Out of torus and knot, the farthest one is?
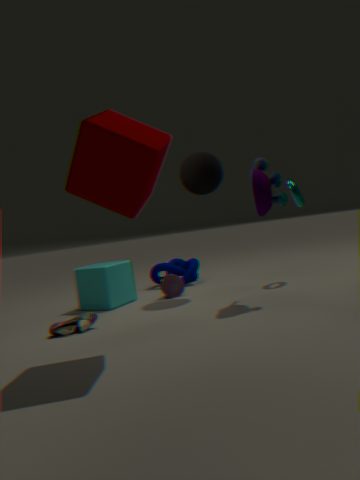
knot
